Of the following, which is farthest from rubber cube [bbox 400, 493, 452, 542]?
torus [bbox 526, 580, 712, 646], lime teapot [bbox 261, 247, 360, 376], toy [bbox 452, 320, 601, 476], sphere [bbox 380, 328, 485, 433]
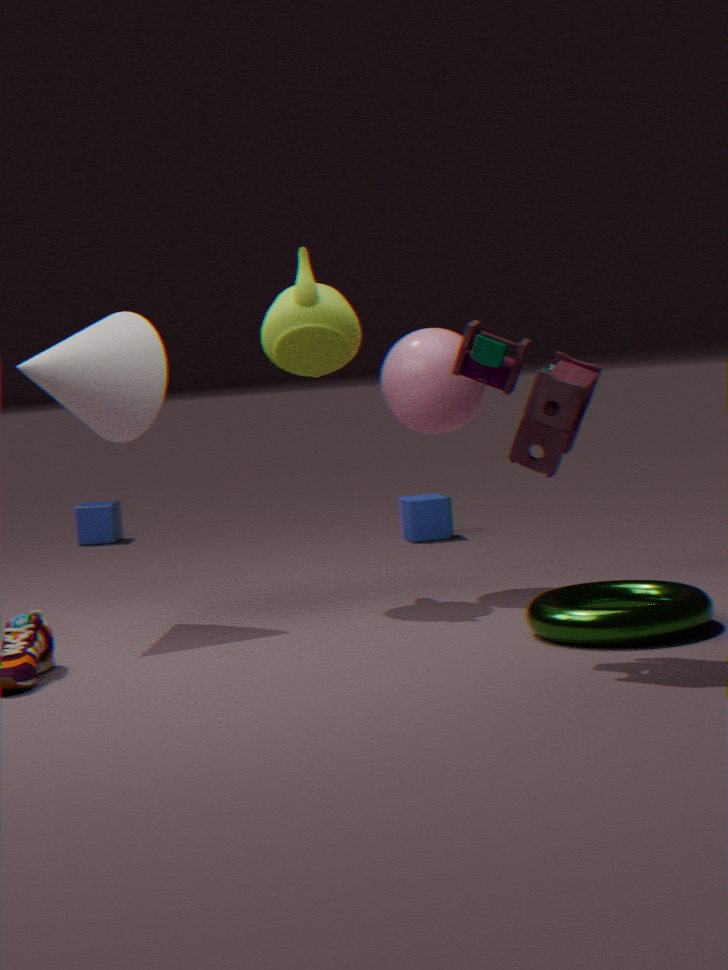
toy [bbox 452, 320, 601, 476]
